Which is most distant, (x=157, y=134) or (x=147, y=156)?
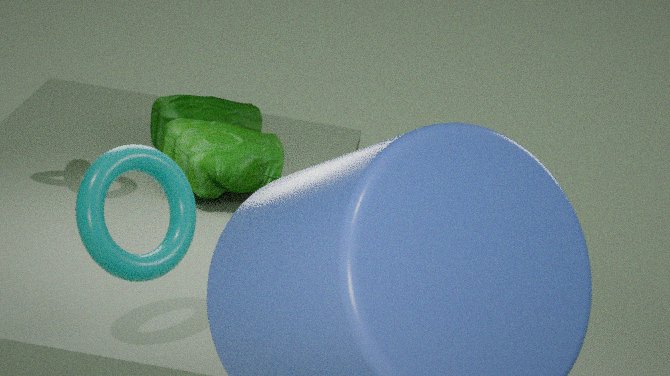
(x=157, y=134)
